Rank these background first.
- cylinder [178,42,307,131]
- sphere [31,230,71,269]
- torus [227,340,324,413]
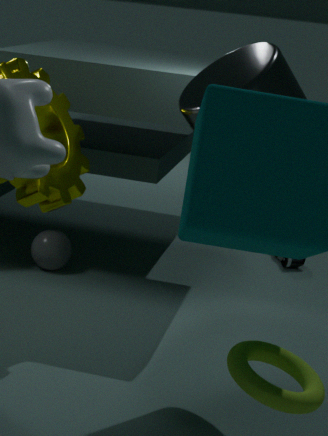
1. sphere [31,230,71,269]
2. cylinder [178,42,307,131]
3. torus [227,340,324,413]
